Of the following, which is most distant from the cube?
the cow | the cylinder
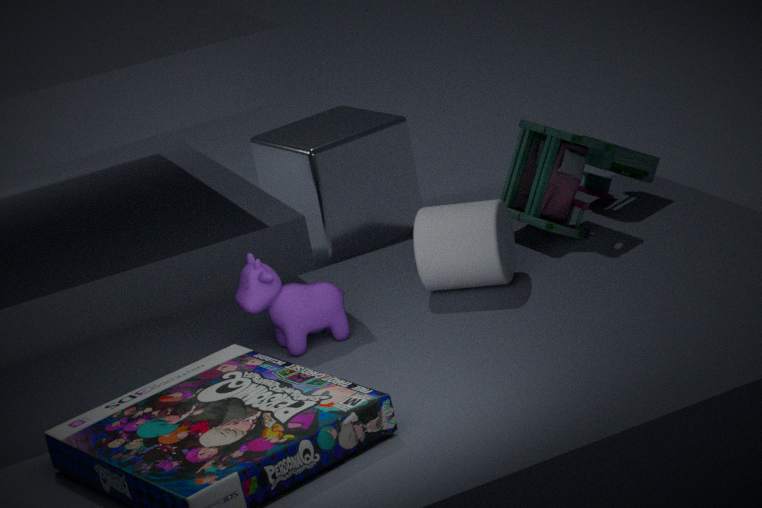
the cow
